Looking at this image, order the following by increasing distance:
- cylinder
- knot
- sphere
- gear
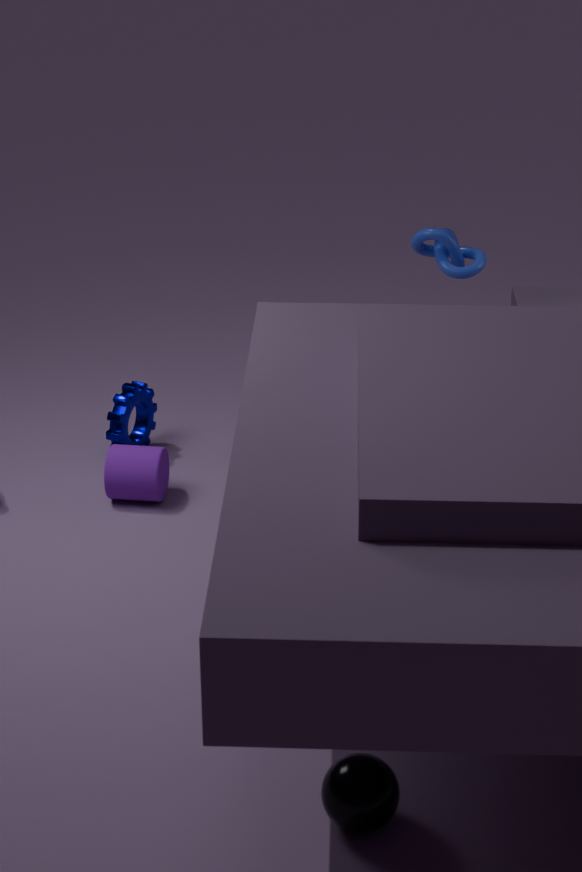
sphere
cylinder
gear
knot
